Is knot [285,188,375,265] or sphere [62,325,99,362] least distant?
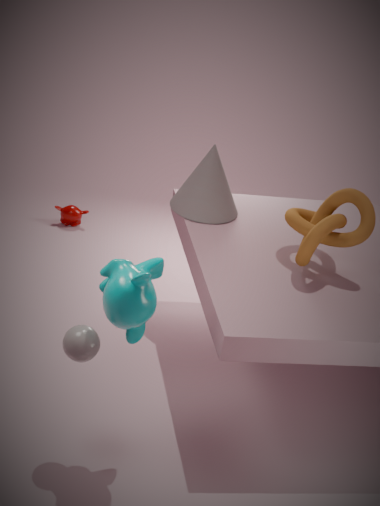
sphere [62,325,99,362]
